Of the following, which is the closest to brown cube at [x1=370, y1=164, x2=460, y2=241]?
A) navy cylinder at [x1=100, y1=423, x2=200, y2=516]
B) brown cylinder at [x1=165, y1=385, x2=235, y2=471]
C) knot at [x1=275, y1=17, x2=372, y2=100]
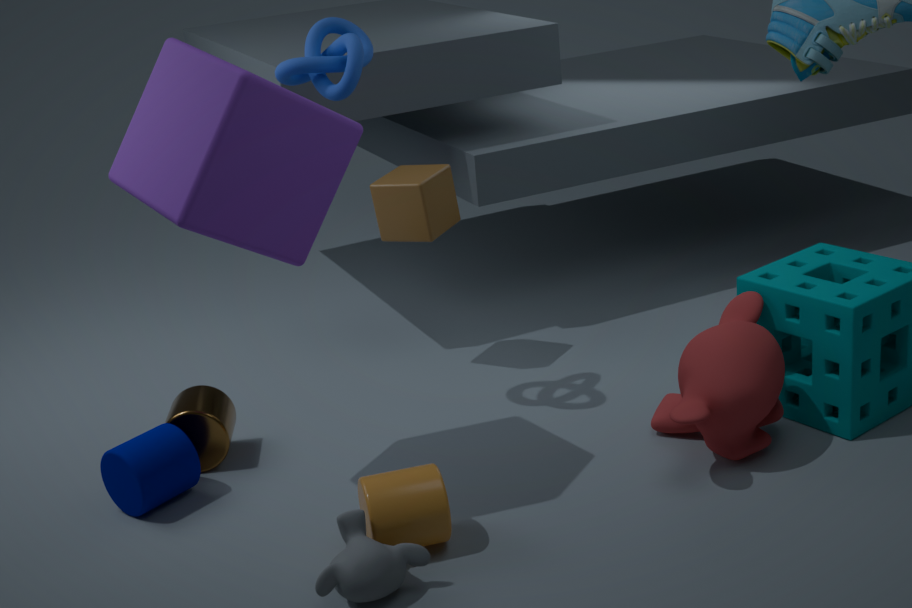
knot at [x1=275, y1=17, x2=372, y2=100]
